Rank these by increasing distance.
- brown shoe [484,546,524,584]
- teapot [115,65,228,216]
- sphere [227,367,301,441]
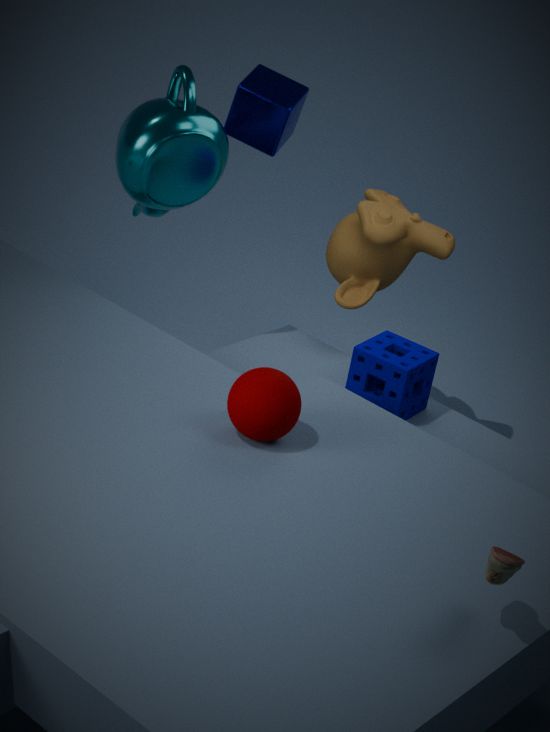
1. brown shoe [484,546,524,584]
2. sphere [227,367,301,441]
3. teapot [115,65,228,216]
